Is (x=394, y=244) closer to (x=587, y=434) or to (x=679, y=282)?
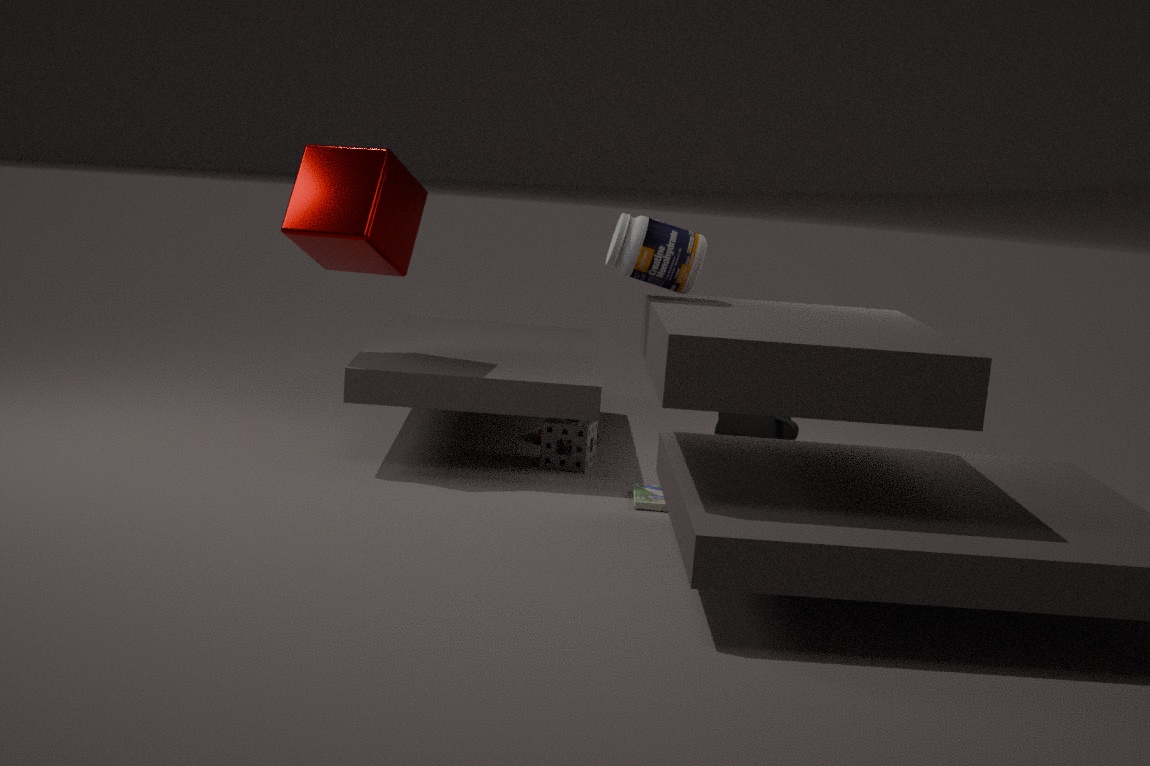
(x=587, y=434)
